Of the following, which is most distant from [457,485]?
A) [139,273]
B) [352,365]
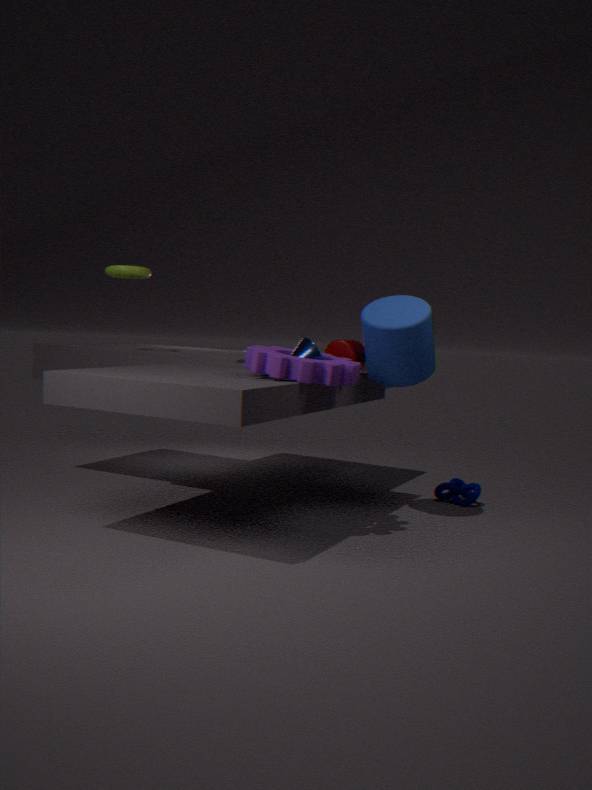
[139,273]
